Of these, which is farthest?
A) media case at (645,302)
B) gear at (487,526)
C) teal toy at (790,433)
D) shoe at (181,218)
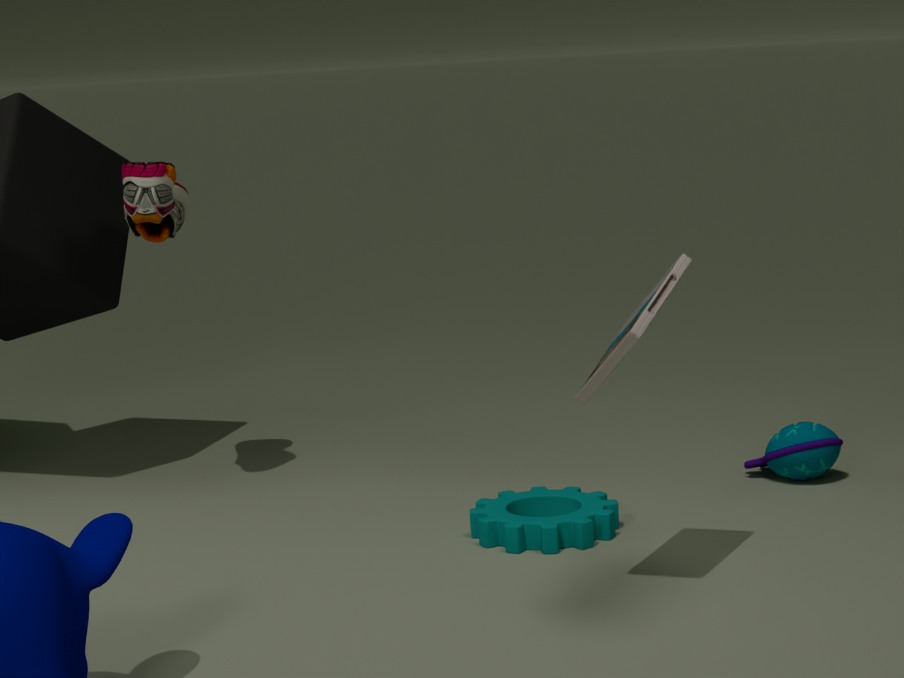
shoe at (181,218)
